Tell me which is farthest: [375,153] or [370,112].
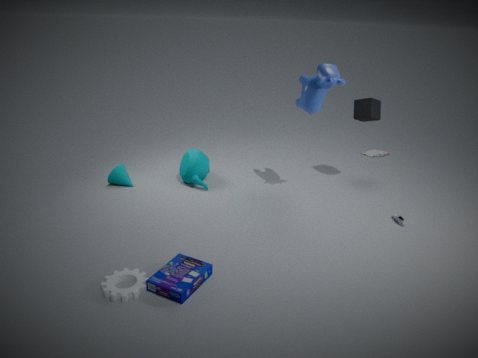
[375,153]
